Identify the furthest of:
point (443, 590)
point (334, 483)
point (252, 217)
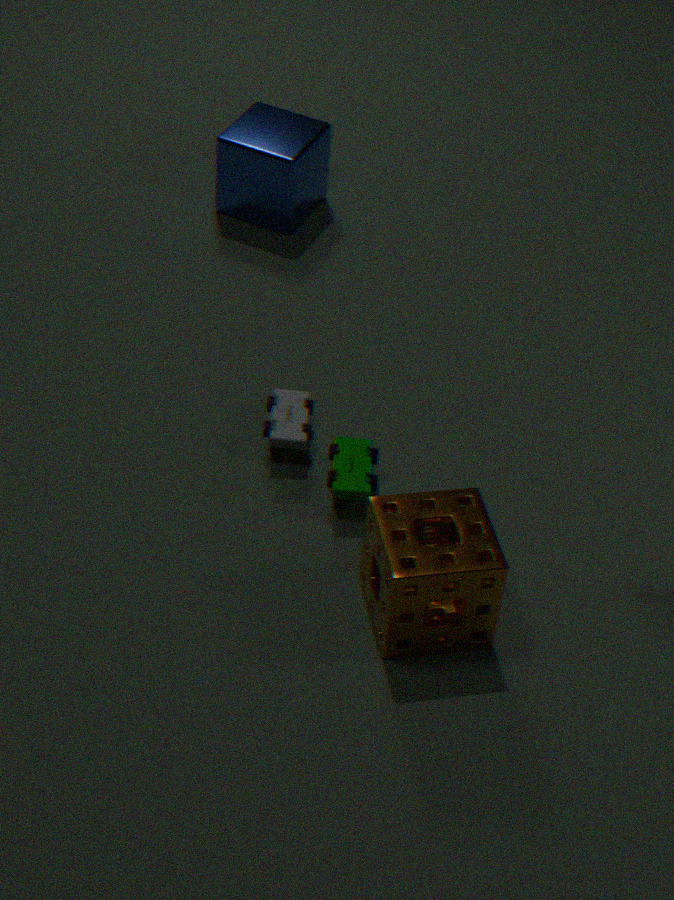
point (252, 217)
